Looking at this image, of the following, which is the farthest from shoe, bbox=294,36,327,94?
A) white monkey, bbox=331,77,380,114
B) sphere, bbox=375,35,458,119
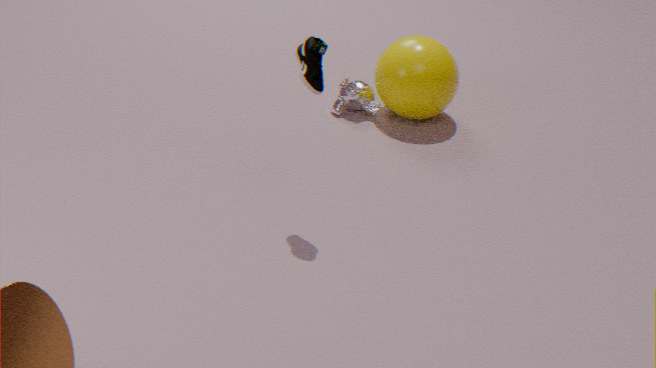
white monkey, bbox=331,77,380,114
